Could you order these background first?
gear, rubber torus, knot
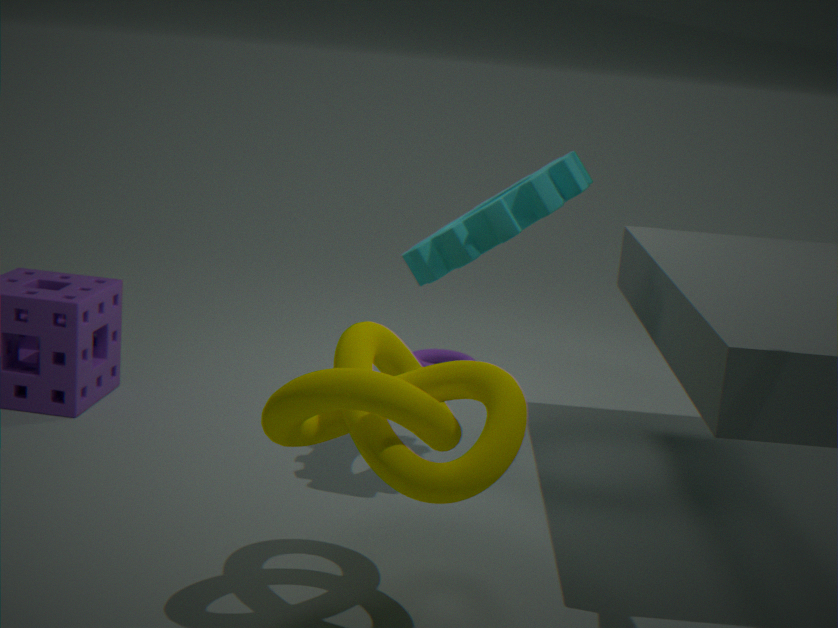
1. rubber torus
2. gear
3. knot
